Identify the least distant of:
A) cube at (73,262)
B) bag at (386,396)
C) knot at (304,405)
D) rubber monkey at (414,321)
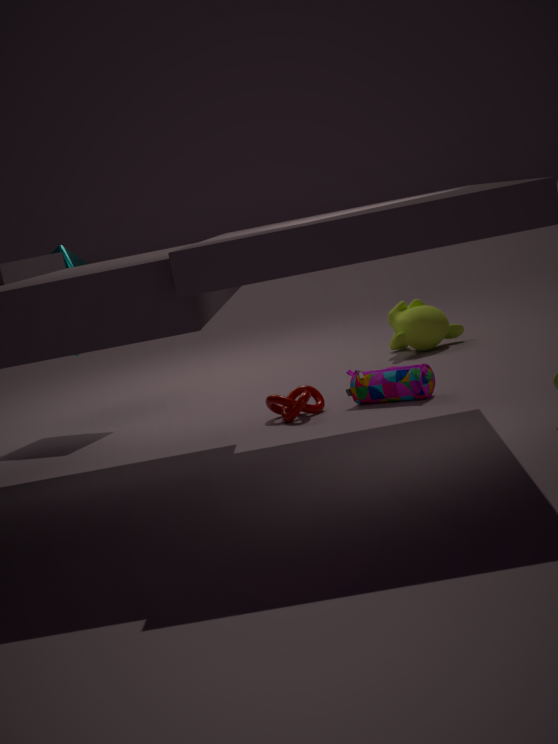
bag at (386,396)
